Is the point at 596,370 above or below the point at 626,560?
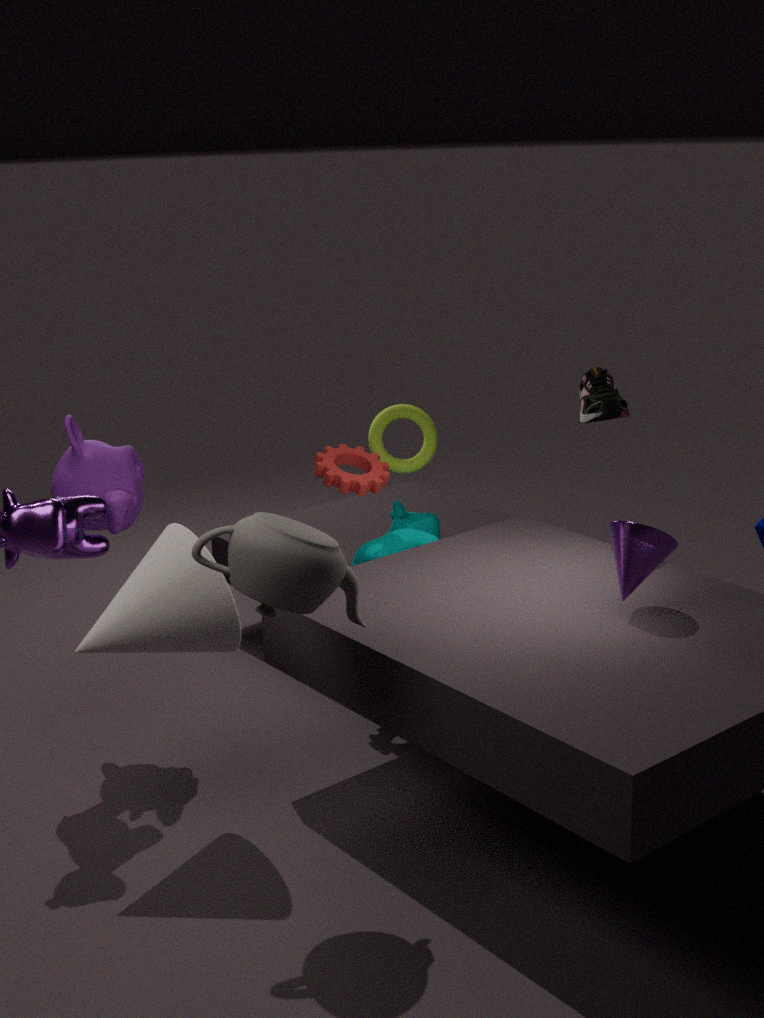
above
